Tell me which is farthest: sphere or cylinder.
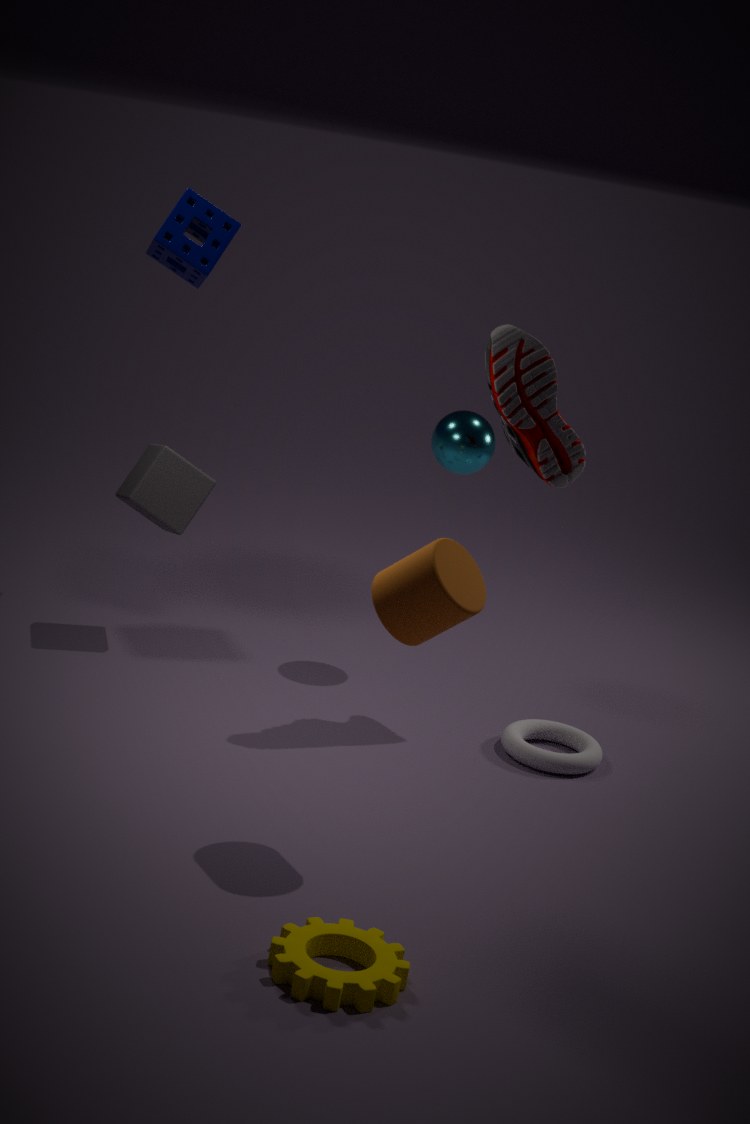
sphere
